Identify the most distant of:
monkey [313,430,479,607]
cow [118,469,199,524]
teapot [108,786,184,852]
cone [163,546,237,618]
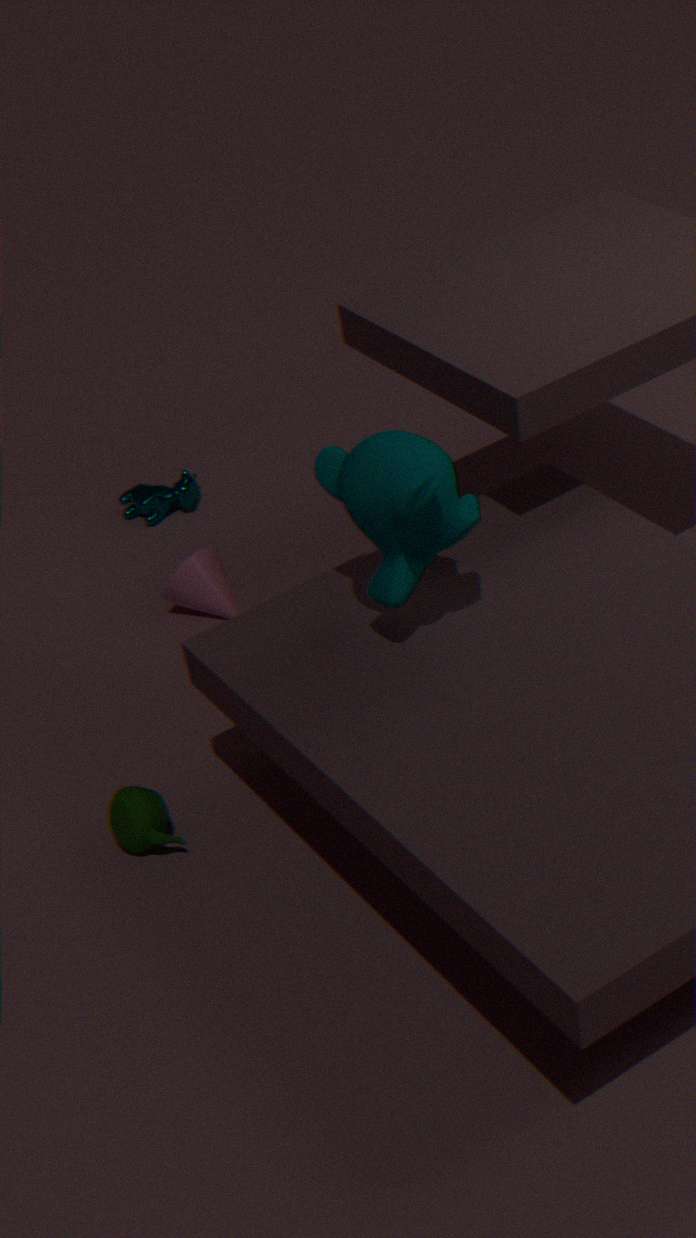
cow [118,469,199,524]
